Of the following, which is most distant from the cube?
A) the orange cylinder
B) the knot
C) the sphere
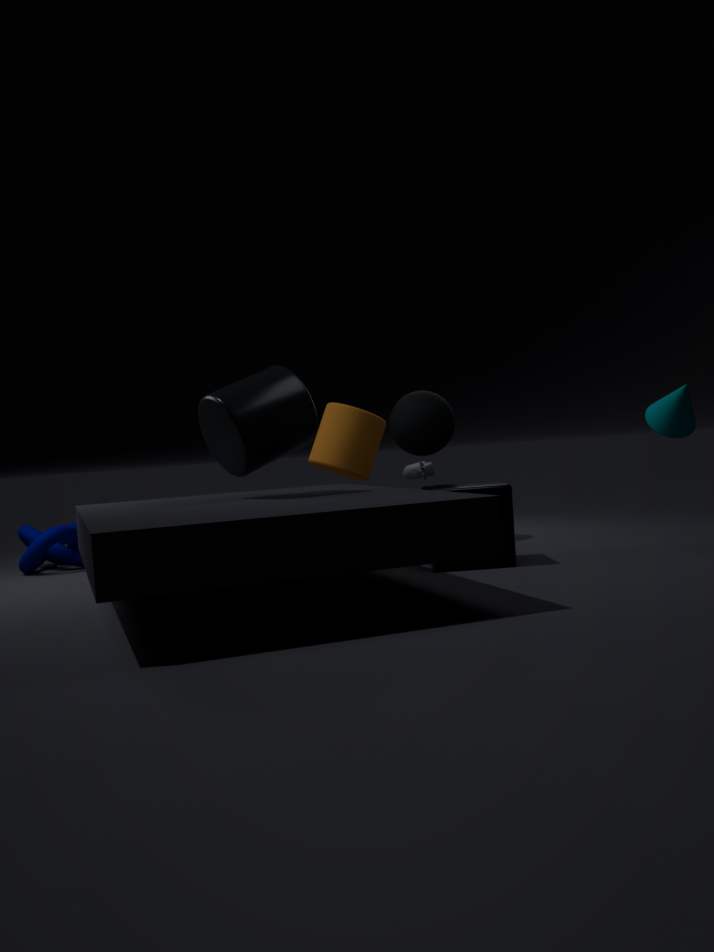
the knot
